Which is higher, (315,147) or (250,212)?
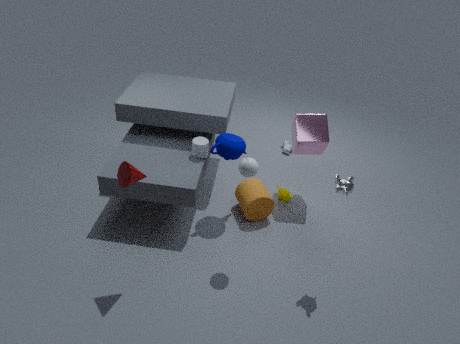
(315,147)
